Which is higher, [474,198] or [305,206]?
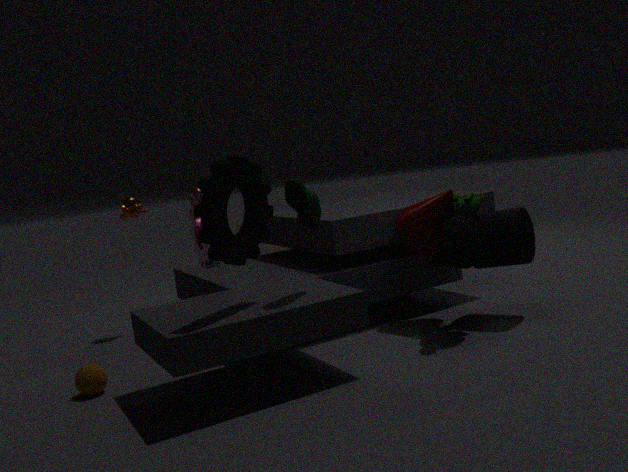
[305,206]
